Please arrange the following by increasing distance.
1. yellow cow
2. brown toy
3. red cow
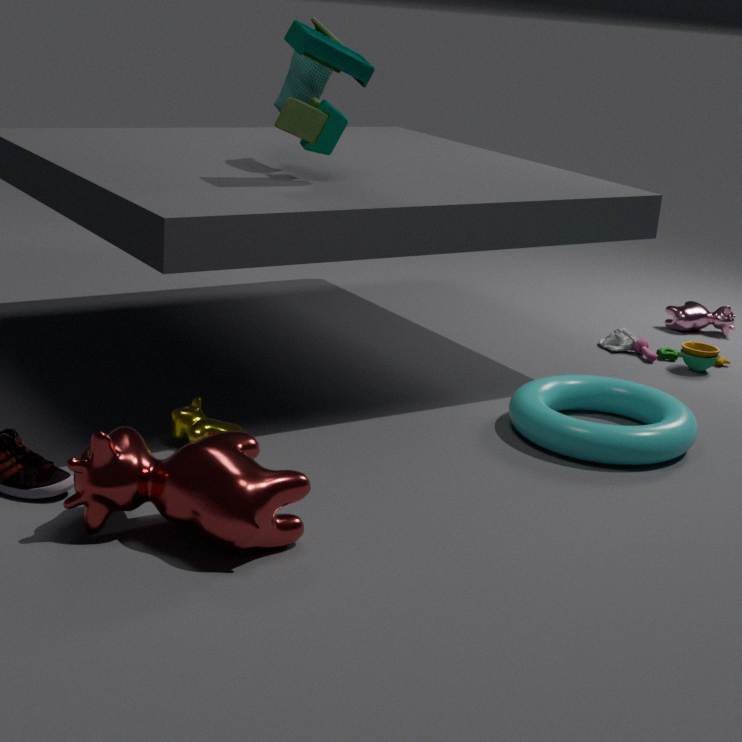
red cow → yellow cow → brown toy
